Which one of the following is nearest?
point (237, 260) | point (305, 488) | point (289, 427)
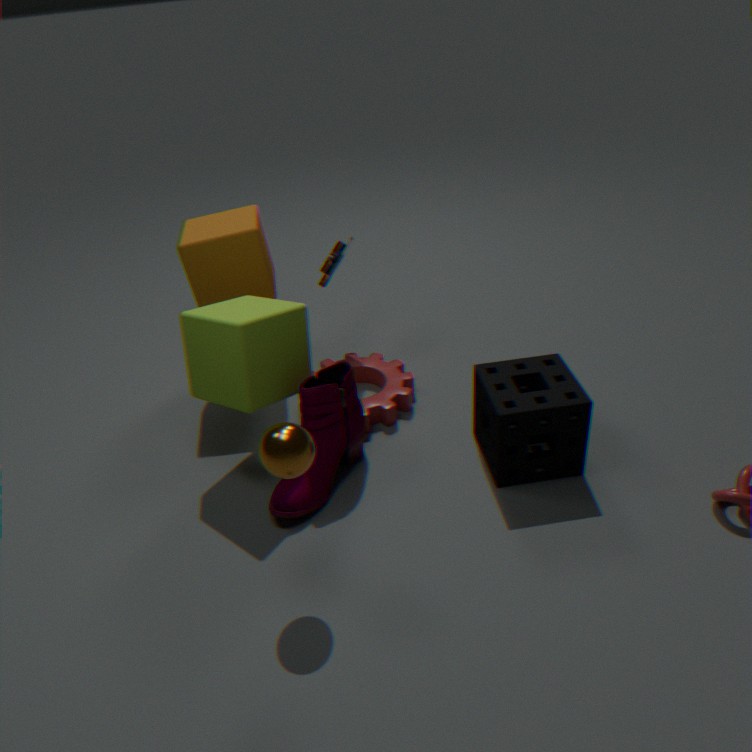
point (289, 427)
